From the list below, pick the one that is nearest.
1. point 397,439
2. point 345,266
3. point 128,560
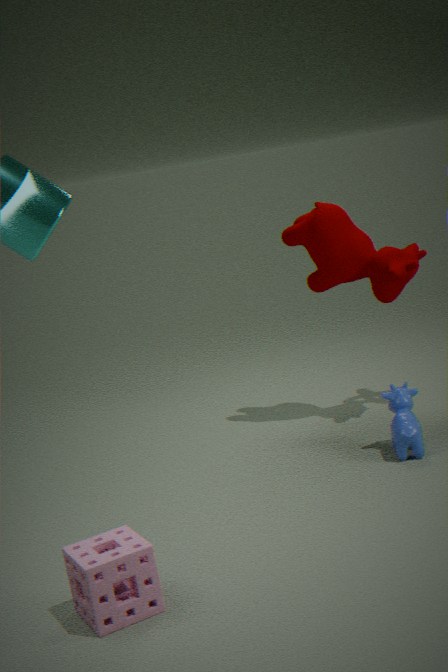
point 128,560
